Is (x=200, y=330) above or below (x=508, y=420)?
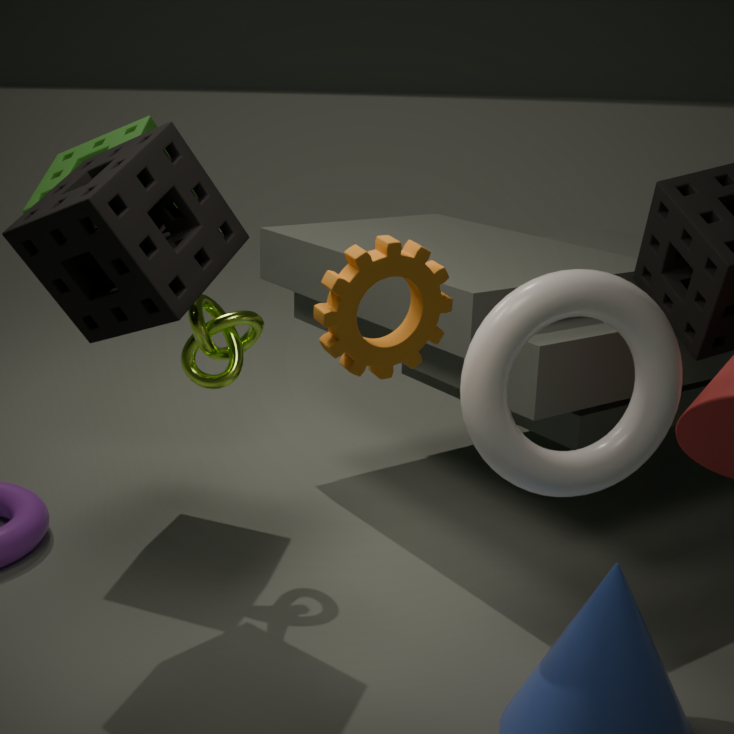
below
